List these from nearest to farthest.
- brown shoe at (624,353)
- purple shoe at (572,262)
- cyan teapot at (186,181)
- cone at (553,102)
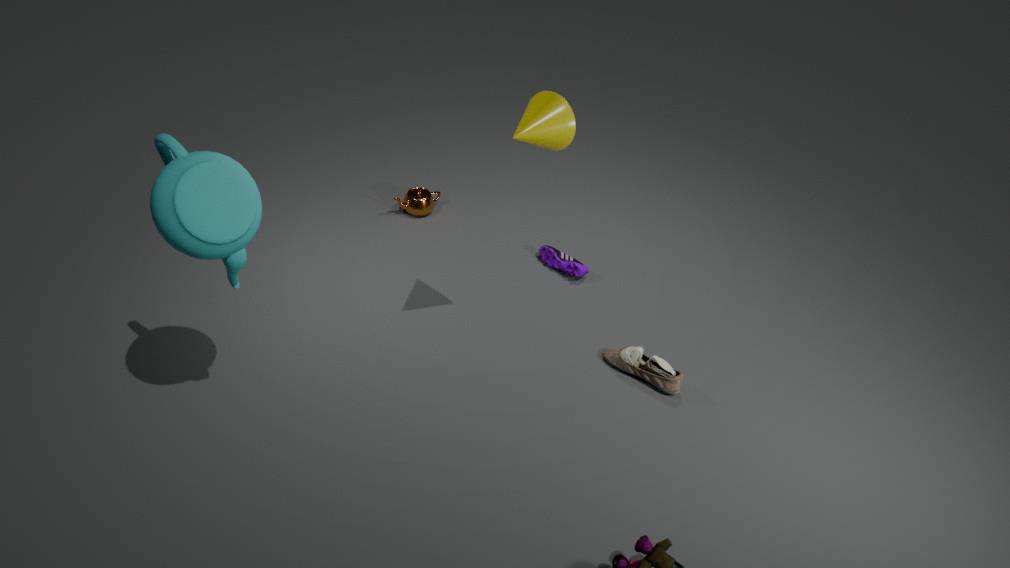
cyan teapot at (186,181)
cone at (553,102)
brown shoe at (624,353)
purple shoe at (572,262)
